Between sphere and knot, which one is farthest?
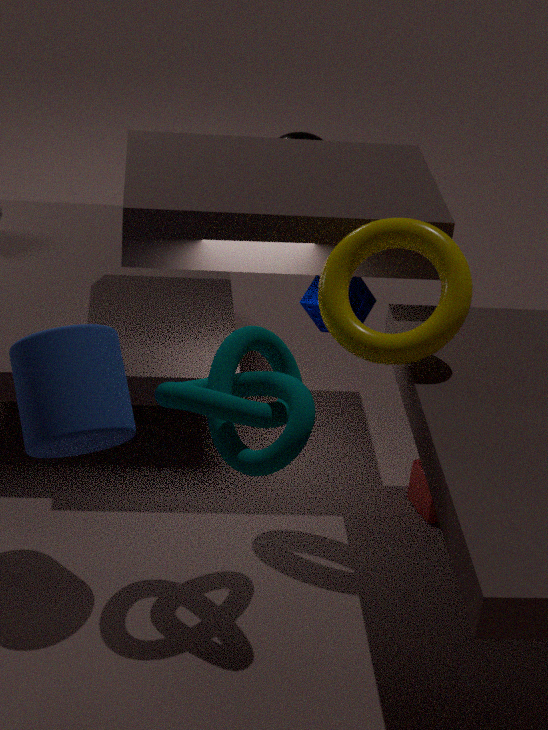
sphere
